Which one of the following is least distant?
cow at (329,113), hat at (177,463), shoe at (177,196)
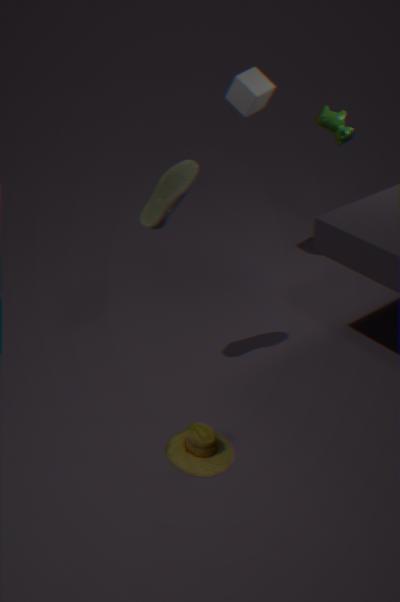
hat at (177,463)
